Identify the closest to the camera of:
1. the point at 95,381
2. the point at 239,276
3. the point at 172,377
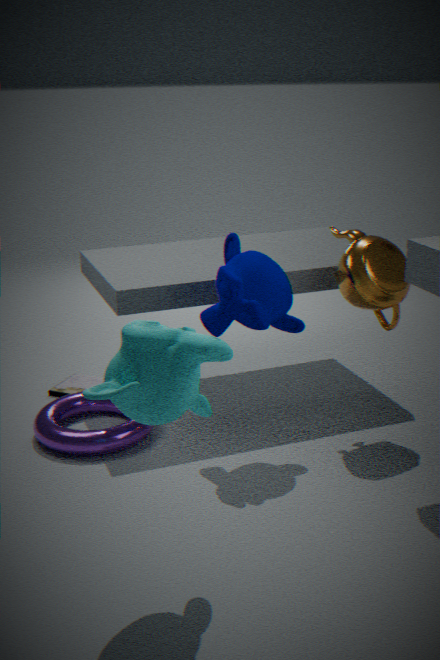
the point at 172,377
